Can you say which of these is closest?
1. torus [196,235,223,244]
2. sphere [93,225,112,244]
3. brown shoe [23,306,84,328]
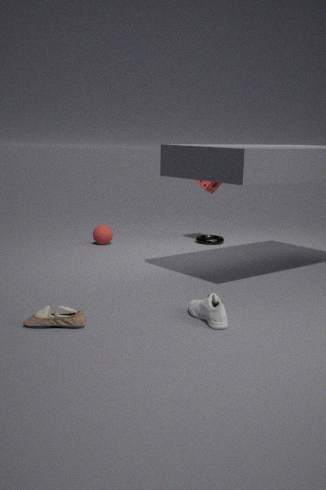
brown shoe [23,306,84,328]
